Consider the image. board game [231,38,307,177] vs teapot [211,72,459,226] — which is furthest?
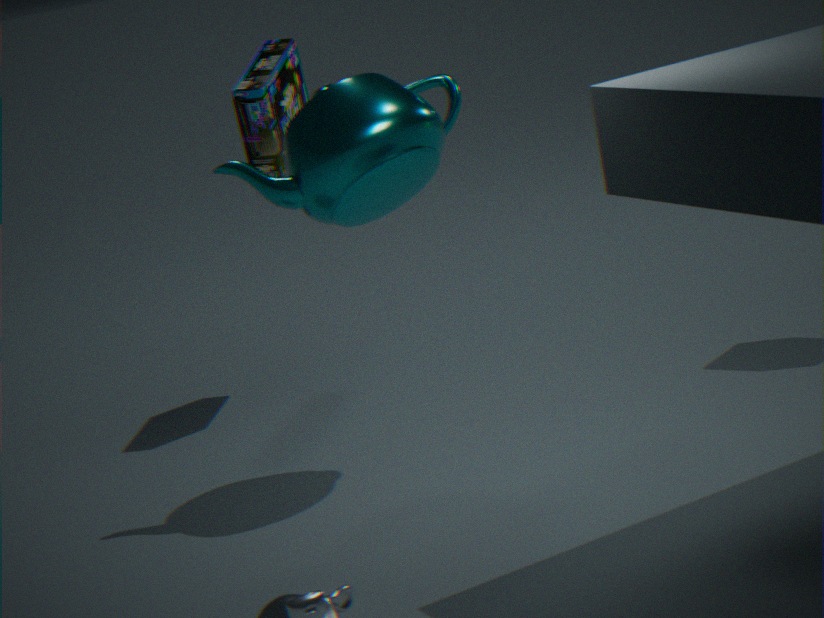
board game [231,38,307,177]
